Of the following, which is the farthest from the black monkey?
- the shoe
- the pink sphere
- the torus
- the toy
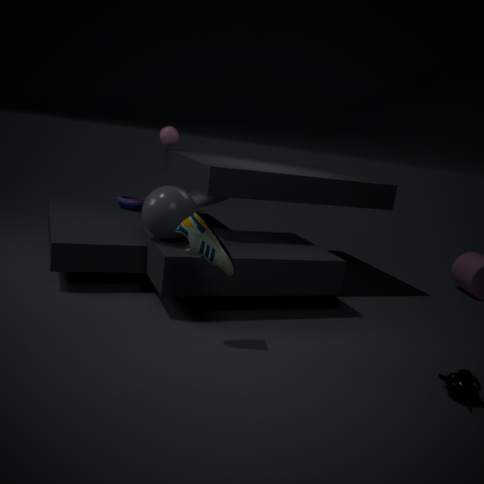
the pink sphere
